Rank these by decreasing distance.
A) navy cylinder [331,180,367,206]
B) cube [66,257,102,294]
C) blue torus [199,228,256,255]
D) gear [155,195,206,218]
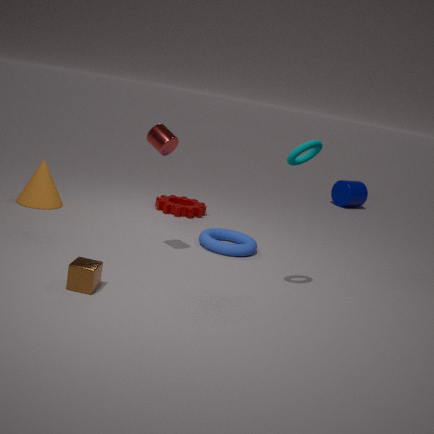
navy cylinder [331,180,367,206] → gear [155,195,206,218] → blue torus [199,228,256,255] → cube [66,257,102,294]
